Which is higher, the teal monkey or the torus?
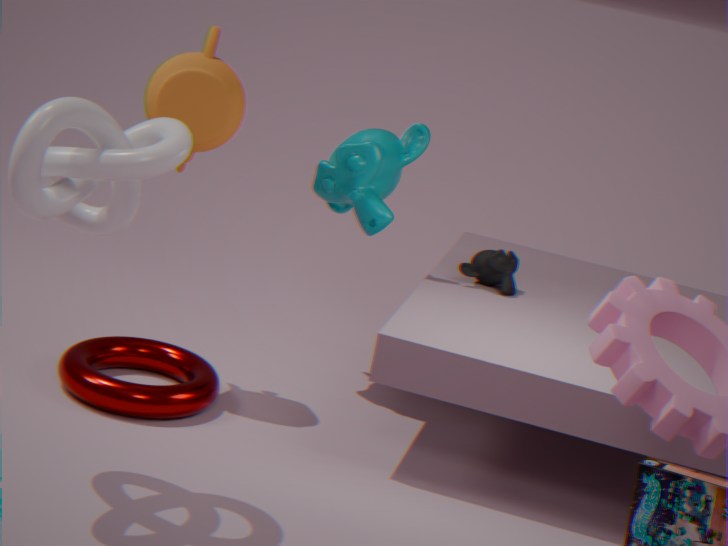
the teal monkey
